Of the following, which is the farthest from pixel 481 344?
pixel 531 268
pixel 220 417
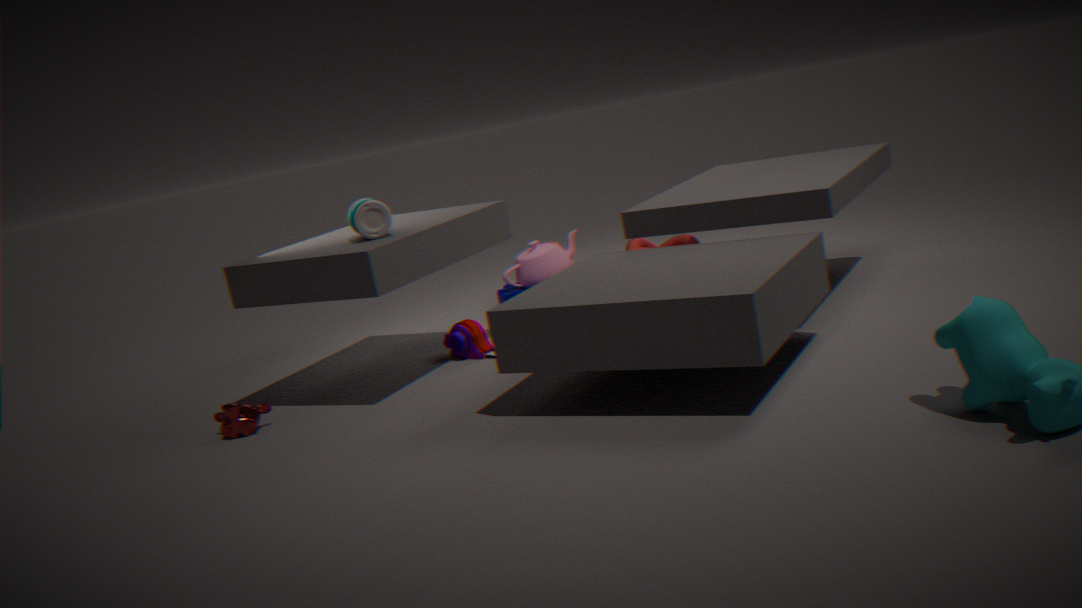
pixel 220 417
